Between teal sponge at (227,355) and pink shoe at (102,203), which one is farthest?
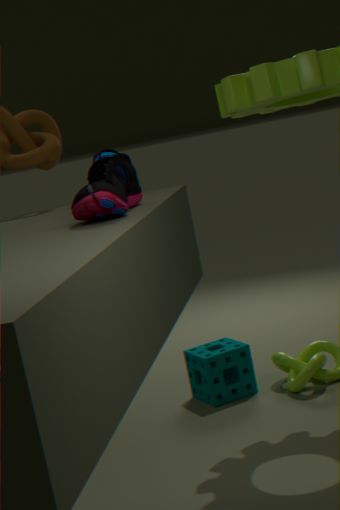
teal sponge at (227,355)
